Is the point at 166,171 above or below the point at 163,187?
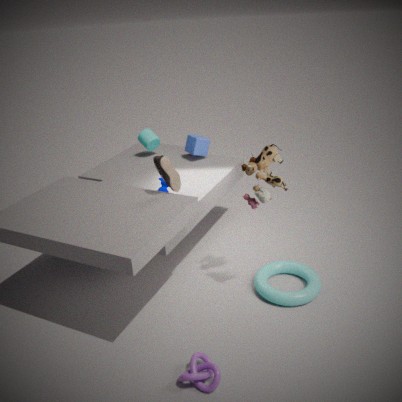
above
